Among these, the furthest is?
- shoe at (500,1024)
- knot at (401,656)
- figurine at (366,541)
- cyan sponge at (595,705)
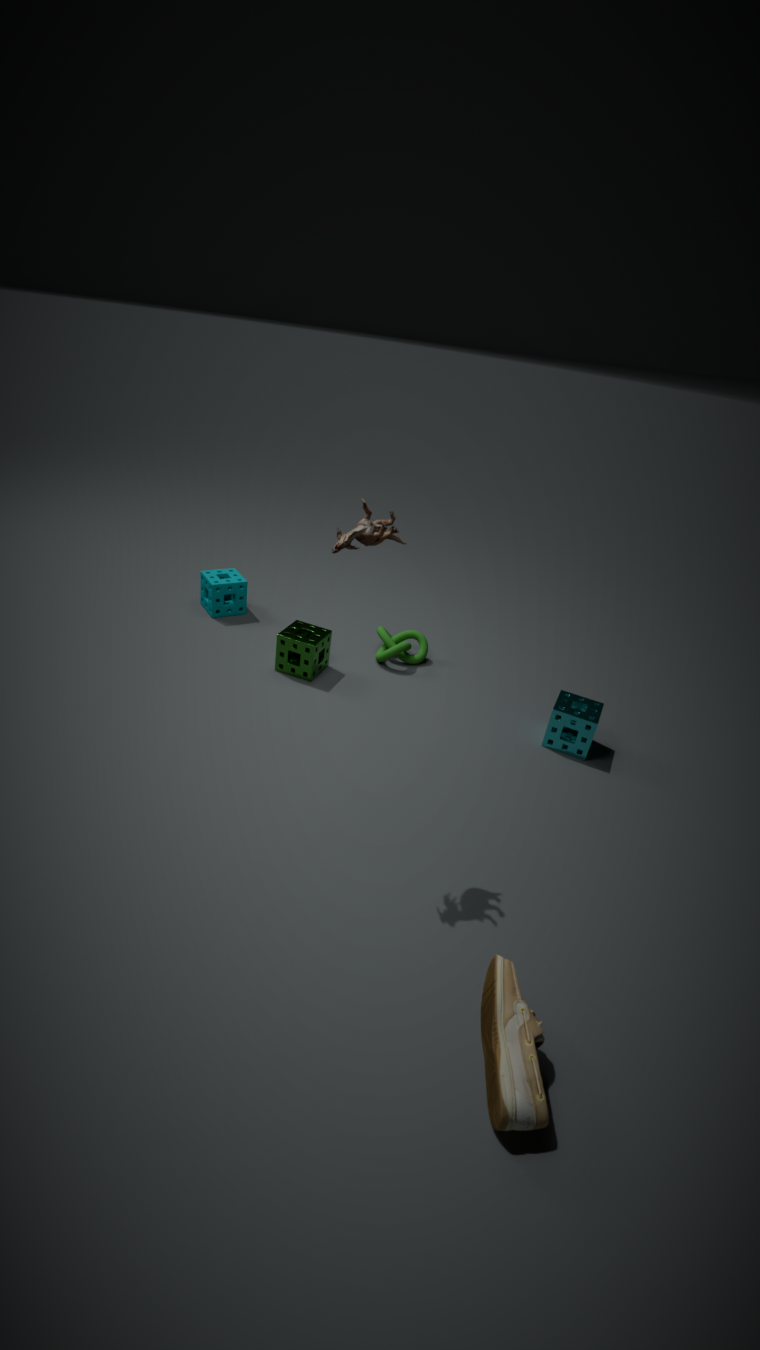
knot at (401,656)
